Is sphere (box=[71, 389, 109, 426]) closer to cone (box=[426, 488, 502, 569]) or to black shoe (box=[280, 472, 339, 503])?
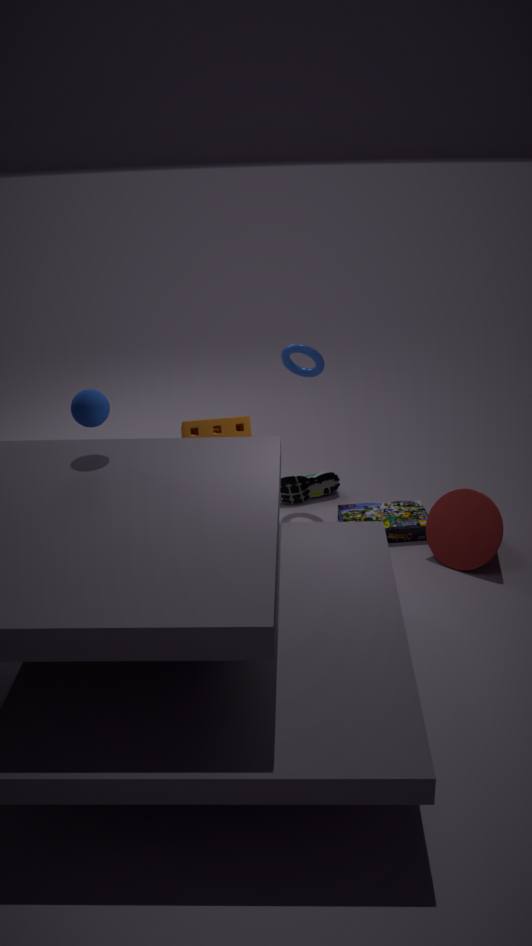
black shoe (box=[280, 472, 339, 503])
